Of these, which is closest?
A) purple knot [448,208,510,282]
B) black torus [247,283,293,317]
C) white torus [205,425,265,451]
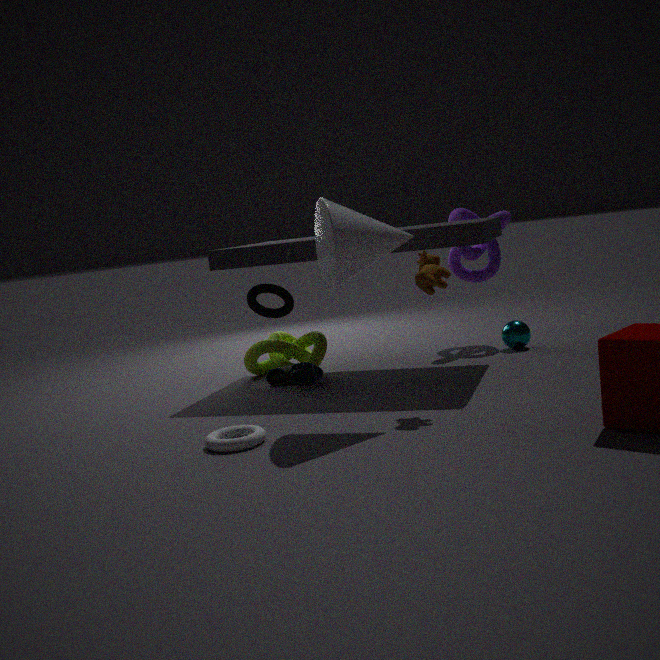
white torus [205,425,265,451]
